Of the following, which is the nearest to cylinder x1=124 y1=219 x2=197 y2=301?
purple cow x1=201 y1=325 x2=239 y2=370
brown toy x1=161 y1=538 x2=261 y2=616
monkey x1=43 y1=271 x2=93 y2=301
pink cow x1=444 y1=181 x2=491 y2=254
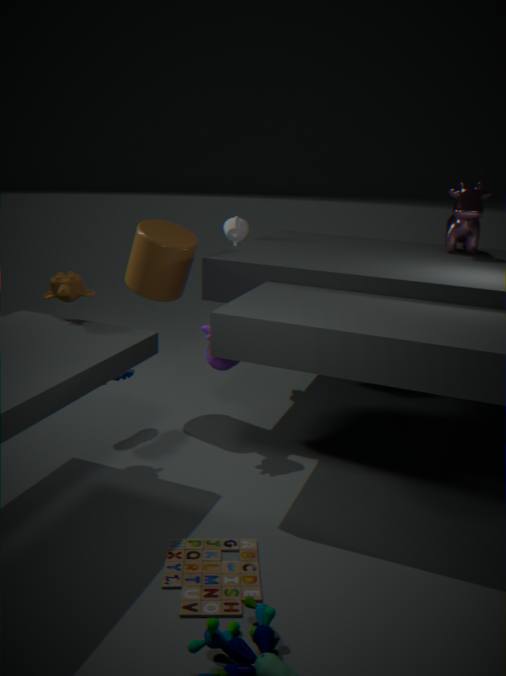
purple cow x1=201 y1=325 x2=239 y2=370
